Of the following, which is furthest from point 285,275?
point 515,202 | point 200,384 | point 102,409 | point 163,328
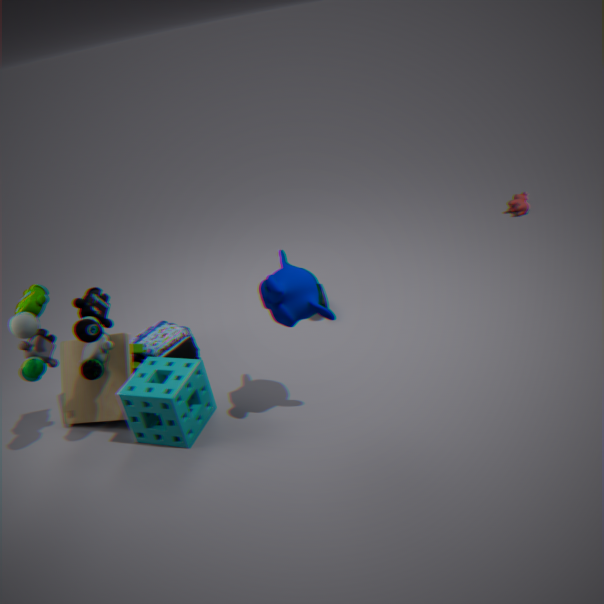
point 515,202
